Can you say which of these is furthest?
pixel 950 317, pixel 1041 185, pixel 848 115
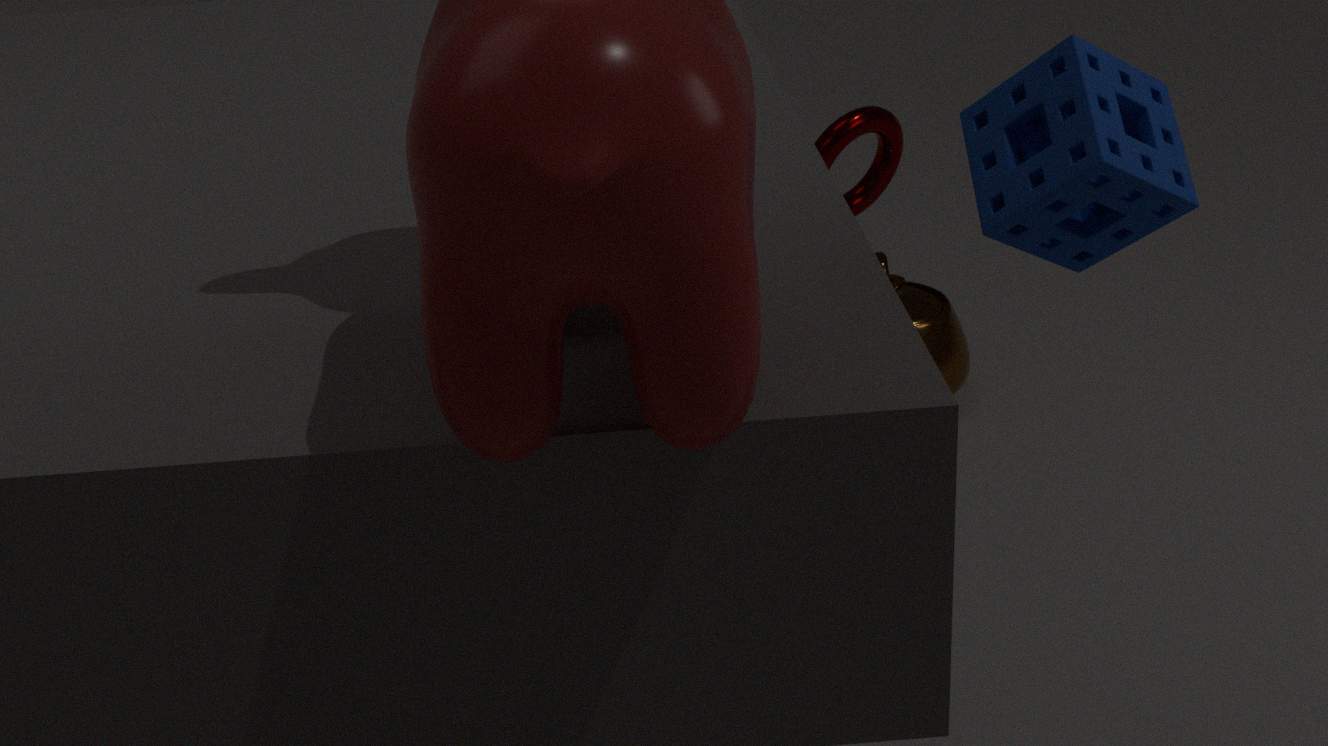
pixel 950 317
